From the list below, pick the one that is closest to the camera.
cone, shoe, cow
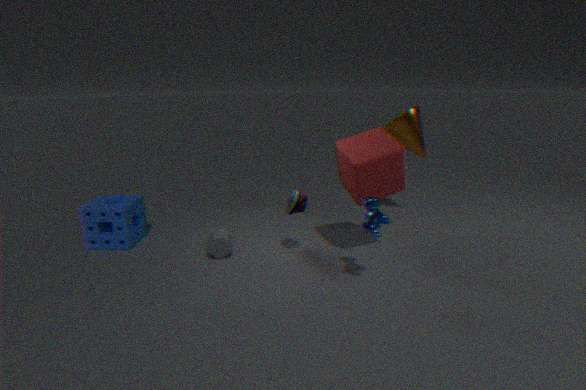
cow
